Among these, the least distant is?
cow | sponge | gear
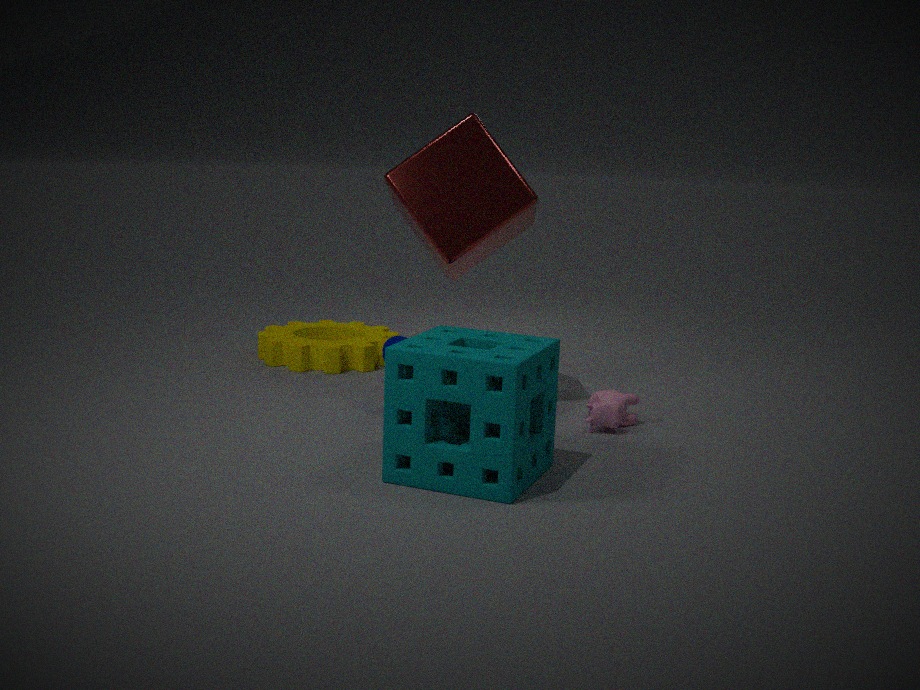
sponge
